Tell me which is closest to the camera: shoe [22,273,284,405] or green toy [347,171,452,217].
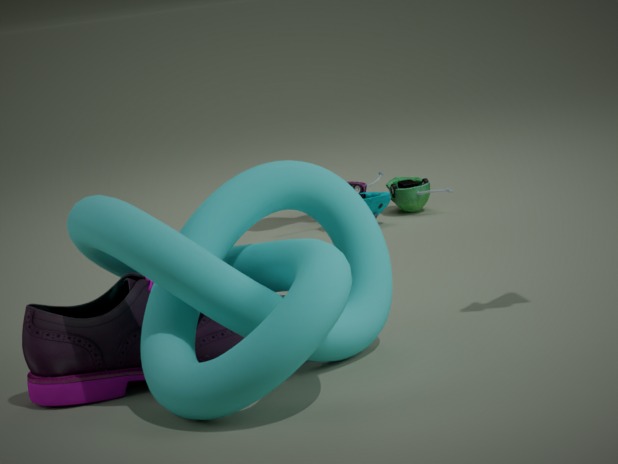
shoe [22,273,284,405]
